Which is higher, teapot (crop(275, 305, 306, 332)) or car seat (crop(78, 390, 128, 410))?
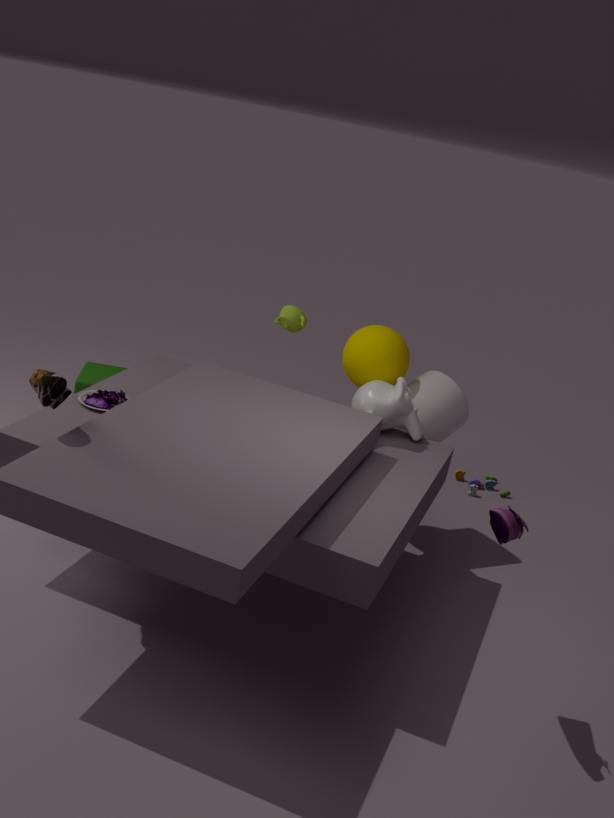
teapot (crop(275, 305, 306, 332))
